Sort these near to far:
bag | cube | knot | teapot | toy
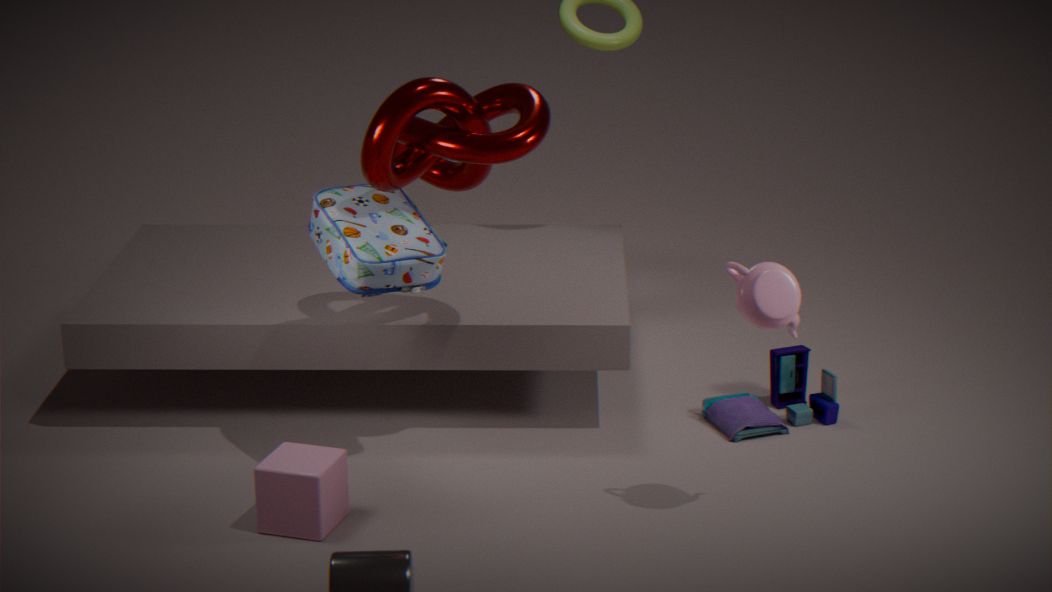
teapot < cube < knot < bag < toy
